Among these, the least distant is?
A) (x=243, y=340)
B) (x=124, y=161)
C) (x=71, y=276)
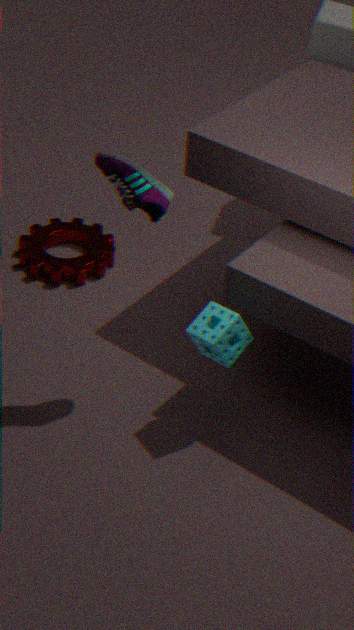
(x=124, y=161)
